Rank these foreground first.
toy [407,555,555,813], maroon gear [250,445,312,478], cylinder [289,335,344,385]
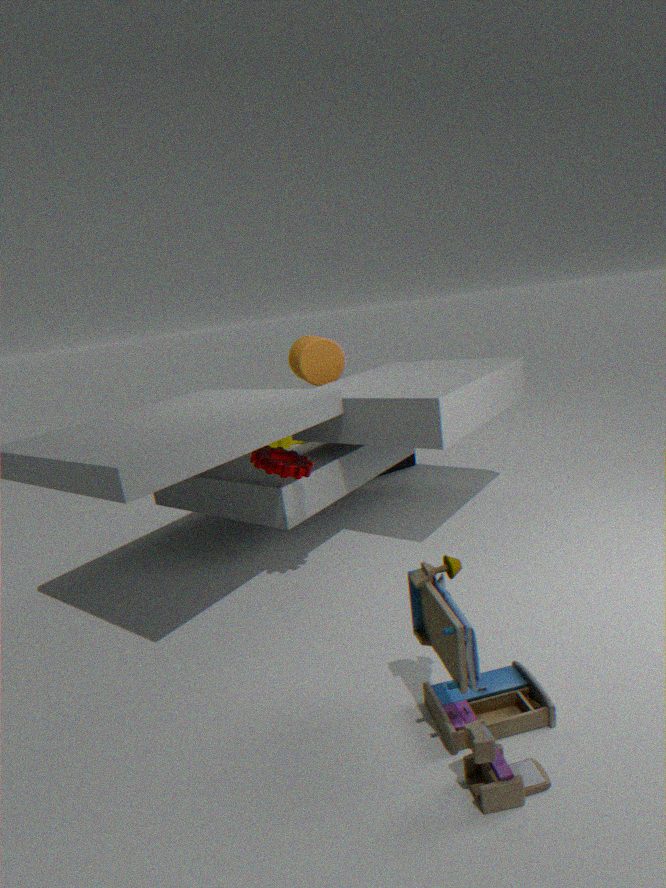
toy [407,555,555,813] < maroon gear [250,445,312,478] < cylinder [289,335,344,385]
